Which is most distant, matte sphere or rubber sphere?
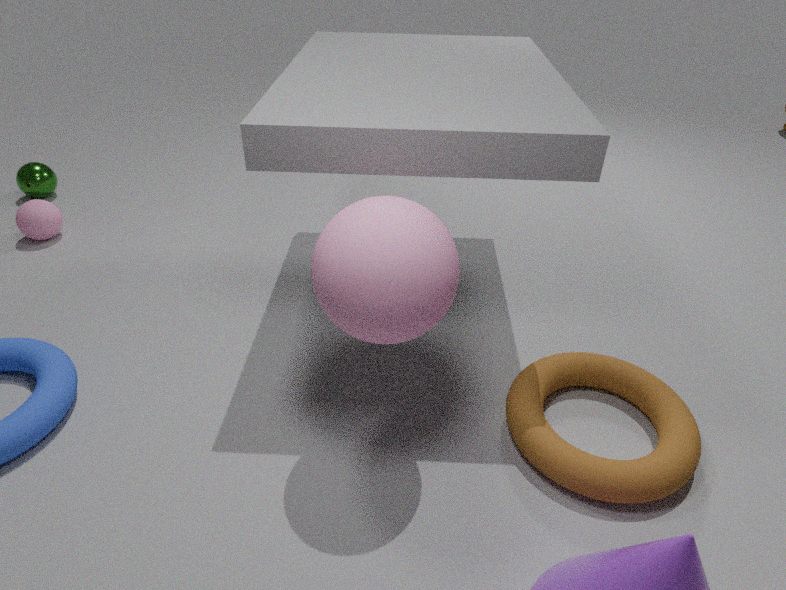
matte sphere
